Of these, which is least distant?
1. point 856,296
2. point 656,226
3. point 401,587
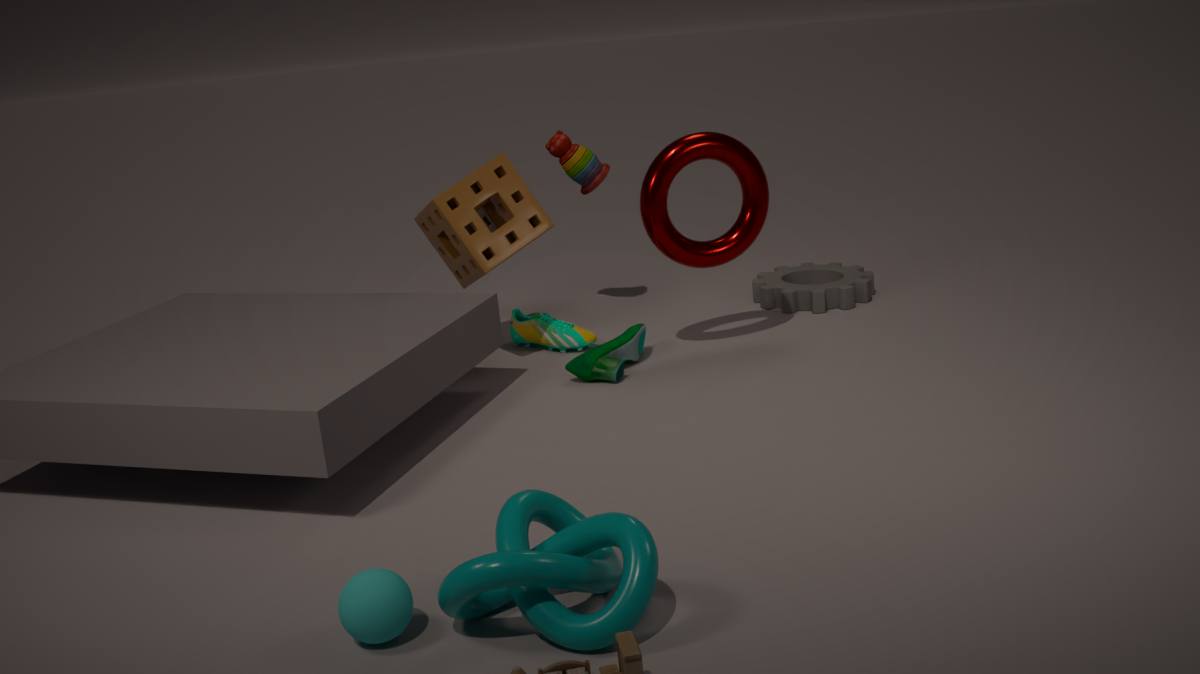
point 401,587
